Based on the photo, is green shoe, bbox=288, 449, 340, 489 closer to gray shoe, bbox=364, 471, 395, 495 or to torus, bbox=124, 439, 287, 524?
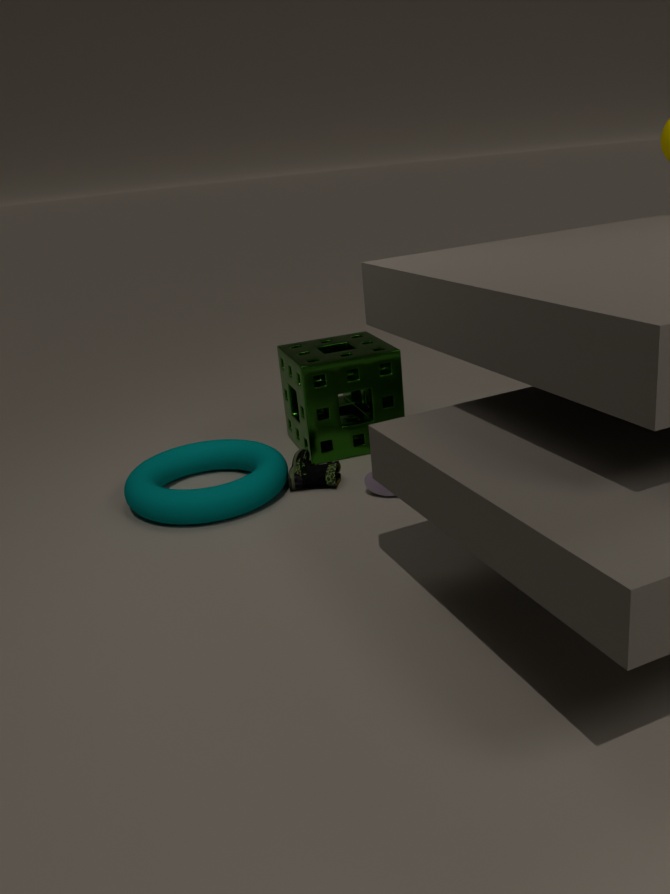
torus, bbox=124, 439, 287, 524
